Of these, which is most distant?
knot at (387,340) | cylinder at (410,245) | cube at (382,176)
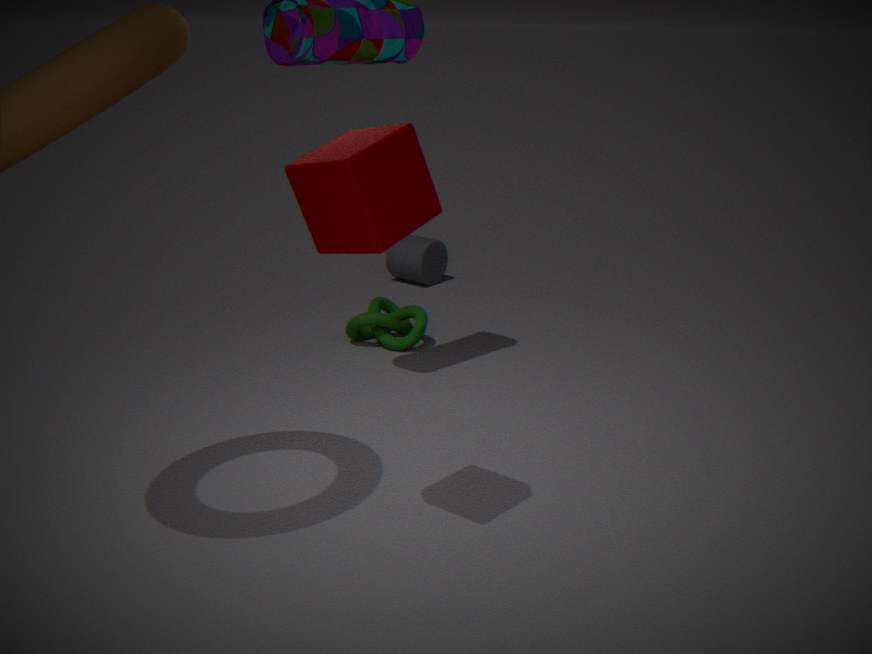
cylinder at (410,245)
